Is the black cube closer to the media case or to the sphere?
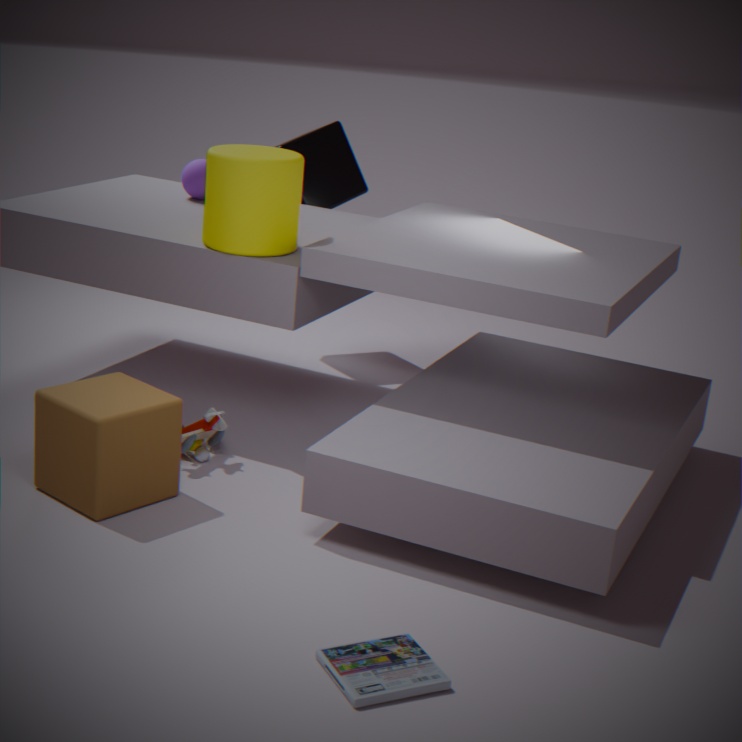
the sphere
